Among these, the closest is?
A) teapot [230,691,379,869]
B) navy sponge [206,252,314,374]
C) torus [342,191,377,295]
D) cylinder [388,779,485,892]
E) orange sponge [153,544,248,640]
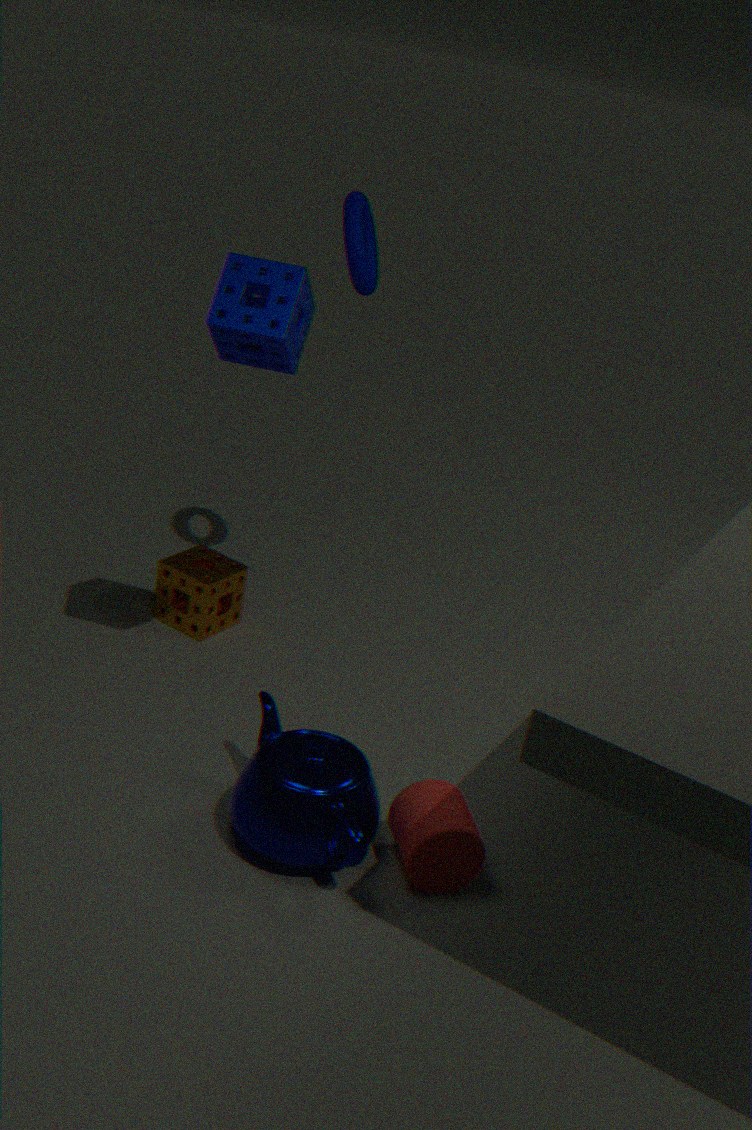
A. teapot [230,691,379,869]
